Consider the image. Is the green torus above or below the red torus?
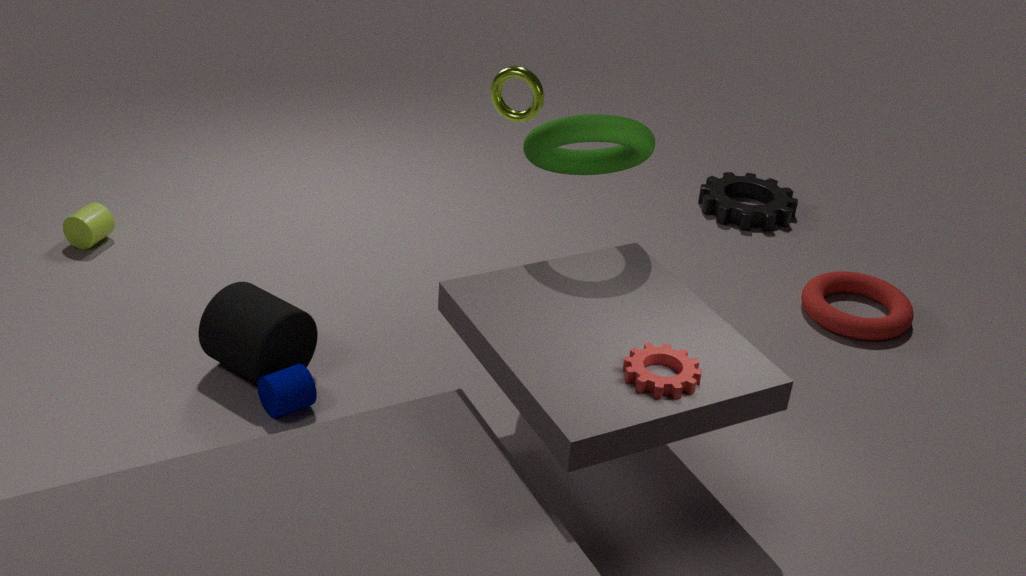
above
